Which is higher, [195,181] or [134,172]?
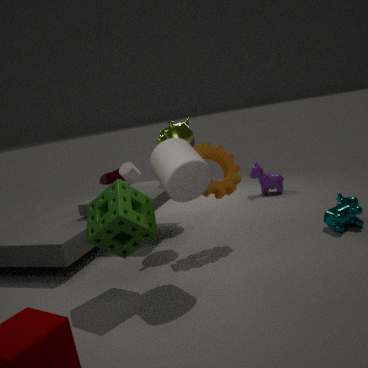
[195,181]
